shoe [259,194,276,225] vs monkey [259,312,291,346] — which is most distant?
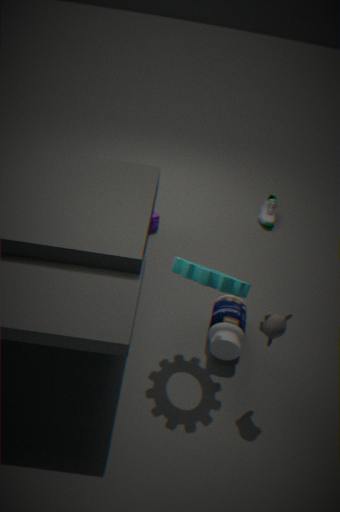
shoe [259,194,276,225]
